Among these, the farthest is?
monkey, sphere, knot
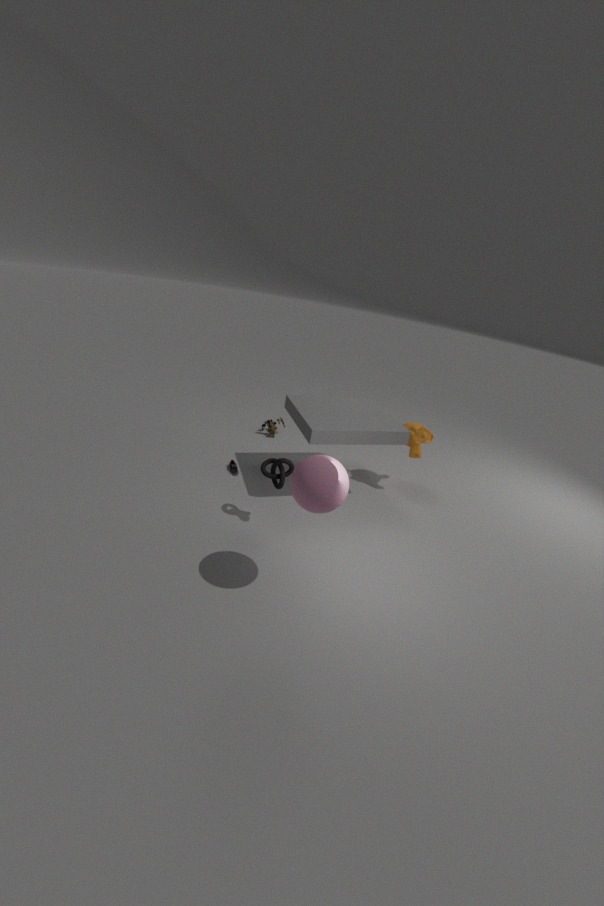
monkey
